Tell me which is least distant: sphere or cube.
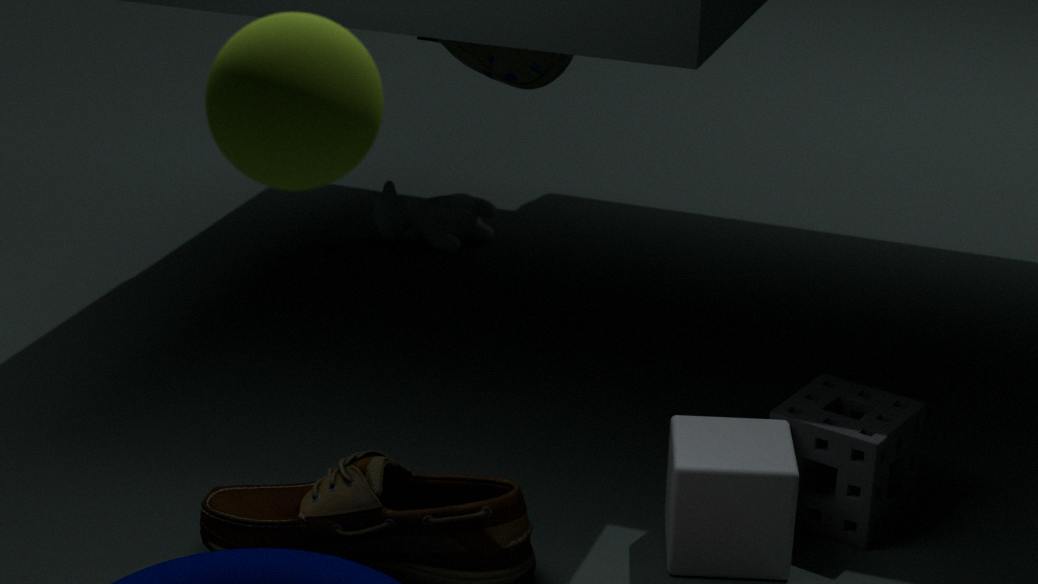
sphere
